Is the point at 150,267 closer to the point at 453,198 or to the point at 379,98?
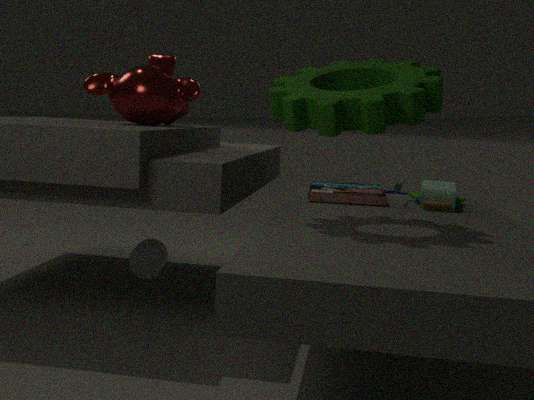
the point at 453,198
